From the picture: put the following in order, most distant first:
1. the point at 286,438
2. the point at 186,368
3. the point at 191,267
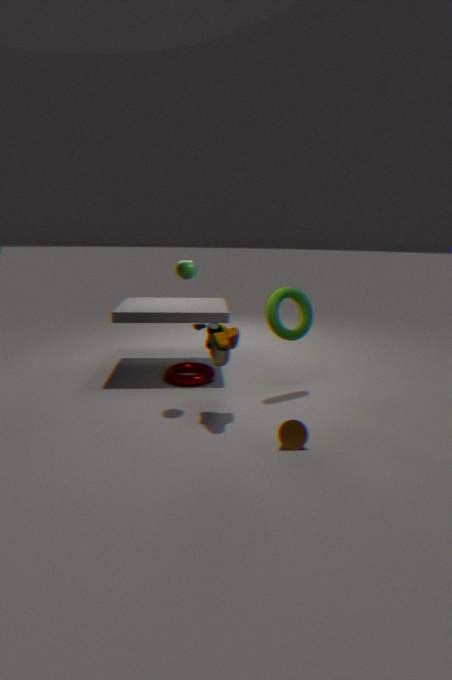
1. the point at 186,368
2. the point at 191,267
3. the point at 286,438
